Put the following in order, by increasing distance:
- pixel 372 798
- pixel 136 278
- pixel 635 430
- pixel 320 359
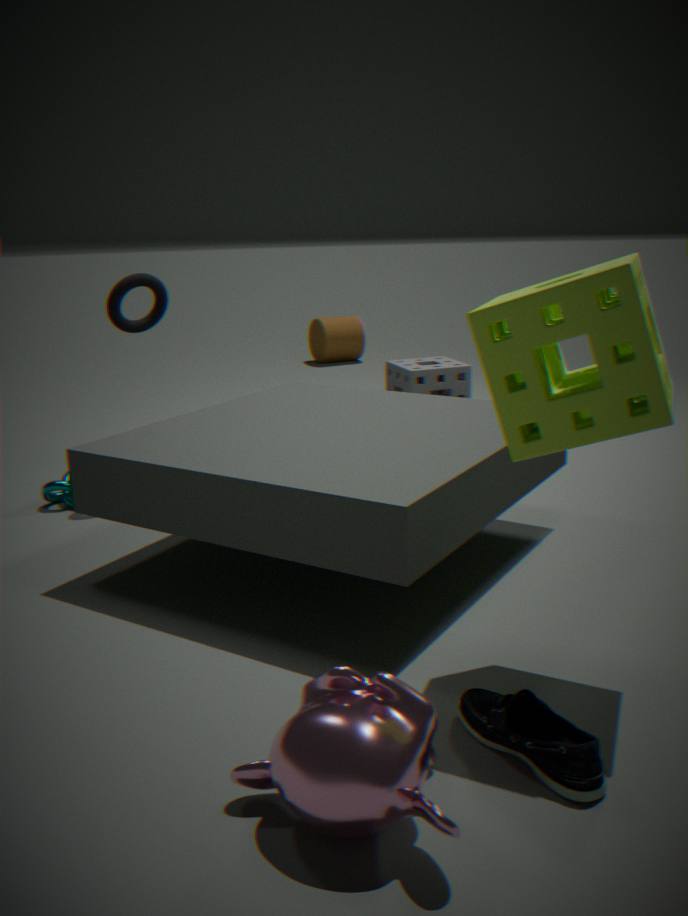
pixel 372 798 < pixel 635 430 < pixel 136 278 < pixel 320 359
